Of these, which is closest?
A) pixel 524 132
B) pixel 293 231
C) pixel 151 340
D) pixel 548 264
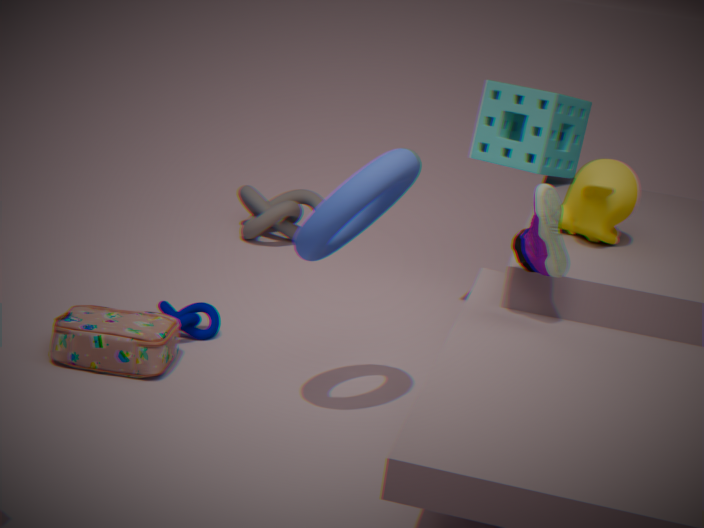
pixel 548 264
